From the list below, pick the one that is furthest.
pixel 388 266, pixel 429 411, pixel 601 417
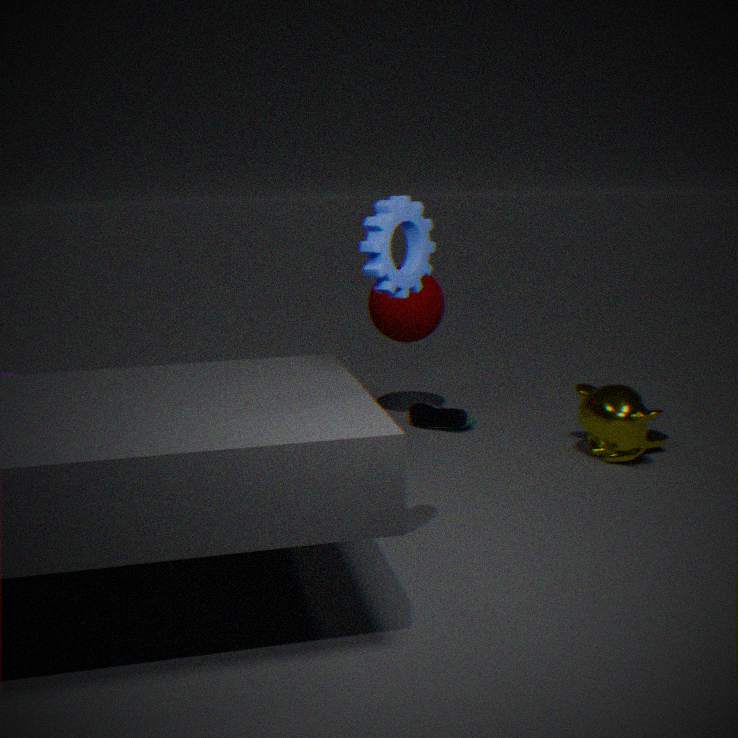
pixel 429 411
